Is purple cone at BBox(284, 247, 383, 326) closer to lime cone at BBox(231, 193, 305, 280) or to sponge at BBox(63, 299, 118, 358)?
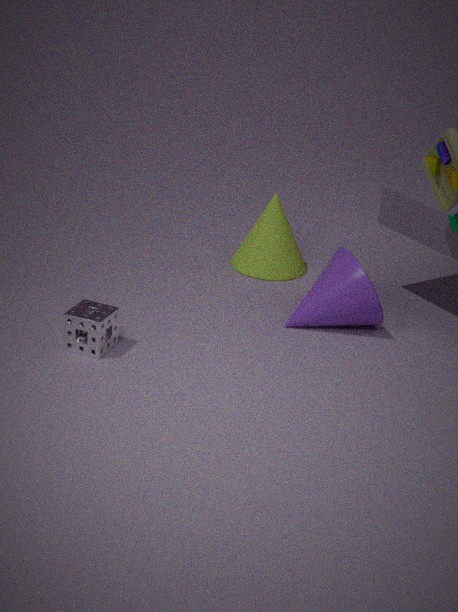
lime cone at BBox(231, 193, 305, 280)
